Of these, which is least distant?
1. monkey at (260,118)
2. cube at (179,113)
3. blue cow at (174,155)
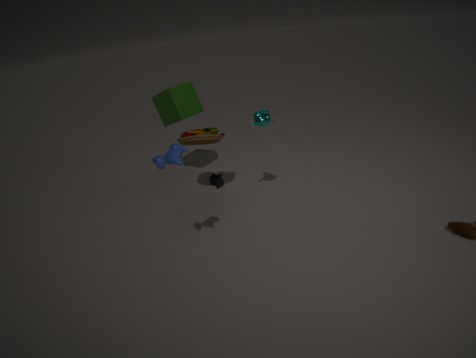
blue cow at (174,155)
